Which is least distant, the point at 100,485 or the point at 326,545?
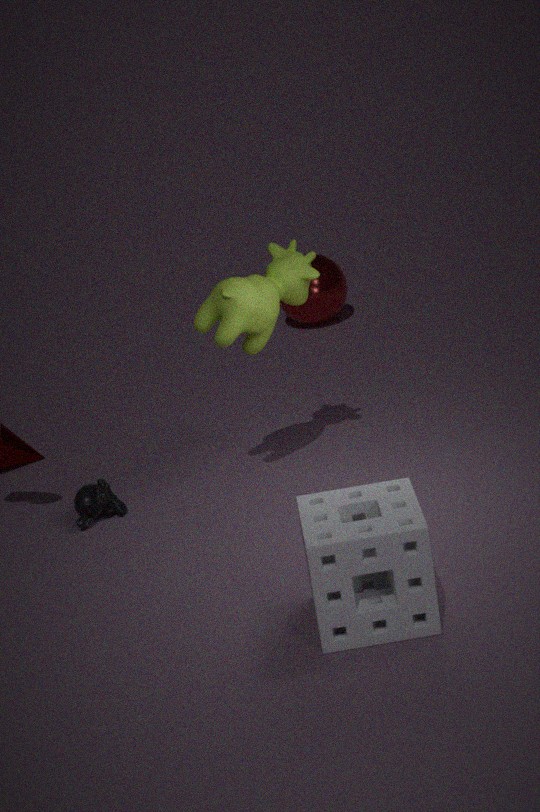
the point at 326,545
